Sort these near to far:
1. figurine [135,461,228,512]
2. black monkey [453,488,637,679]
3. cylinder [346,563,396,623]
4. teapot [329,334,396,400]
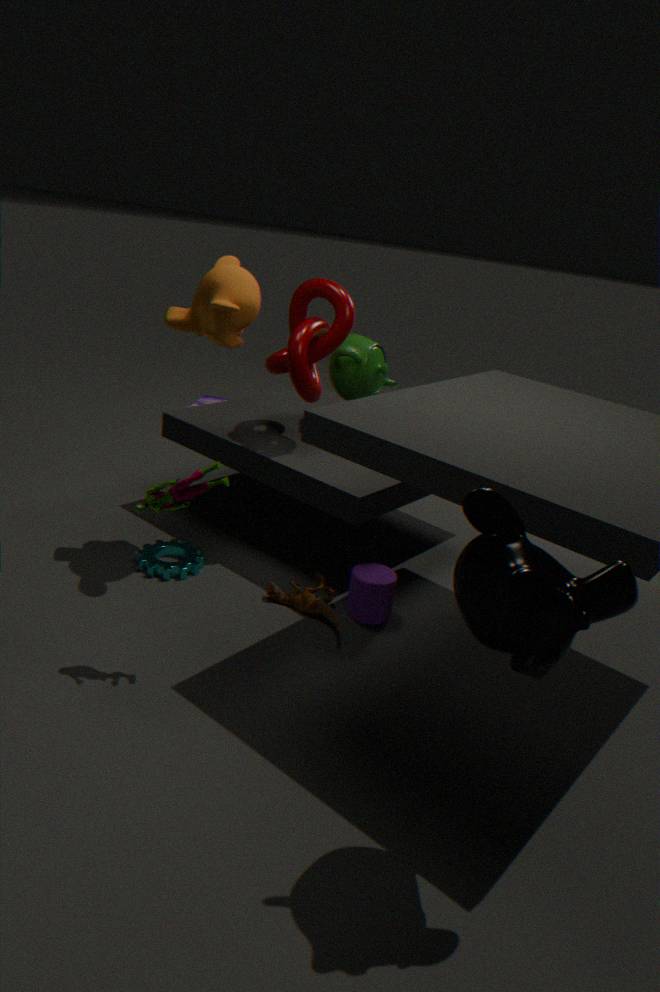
1. black monkey [453,488,637,679]
2. figurine [135,461,228,512]
3. cylinder [346,563,396,623]
4. teapot [329,334,396,400]
